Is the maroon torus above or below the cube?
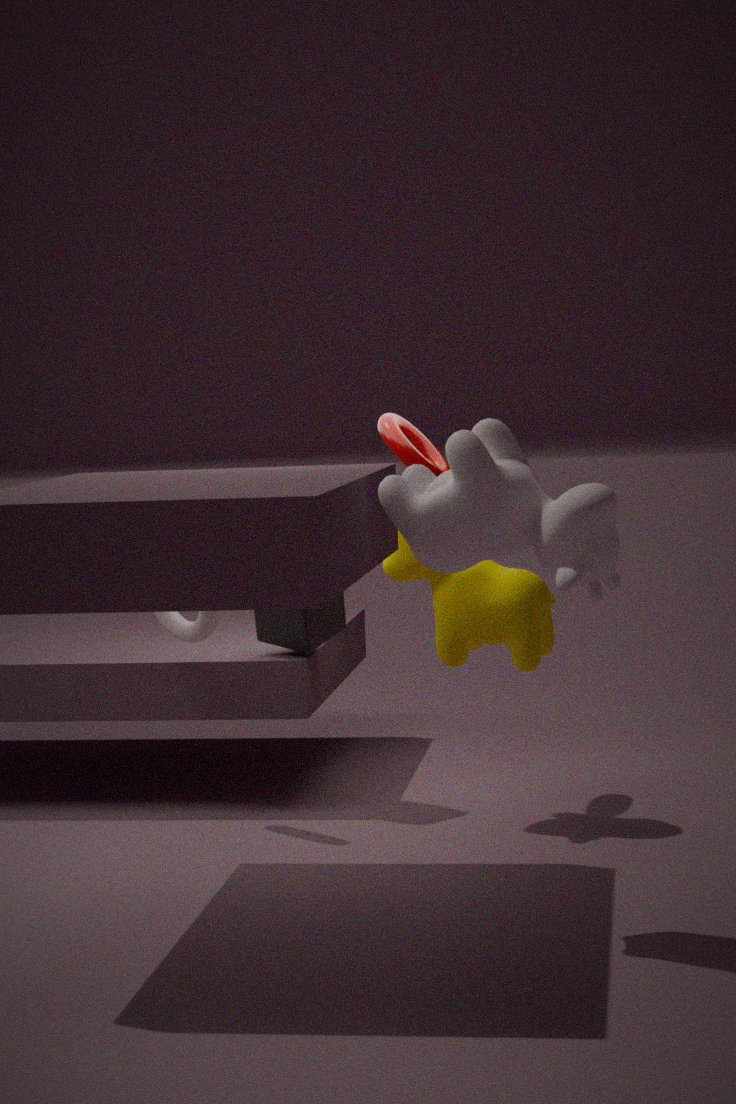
above
